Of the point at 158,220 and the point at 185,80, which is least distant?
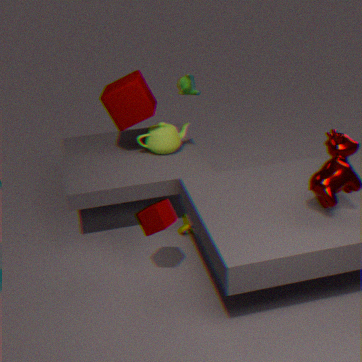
the point at 158,220
